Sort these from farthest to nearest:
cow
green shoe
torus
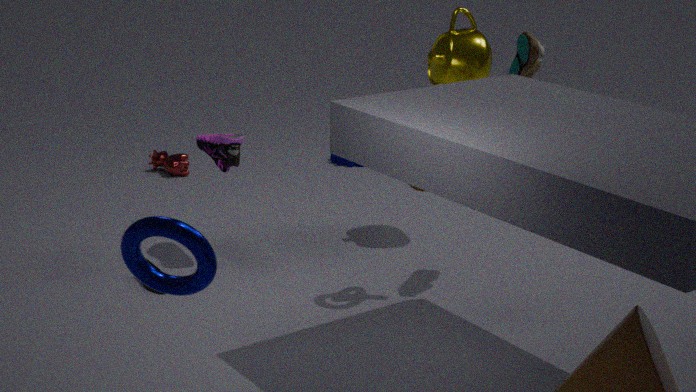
cow < green shoe < torus
